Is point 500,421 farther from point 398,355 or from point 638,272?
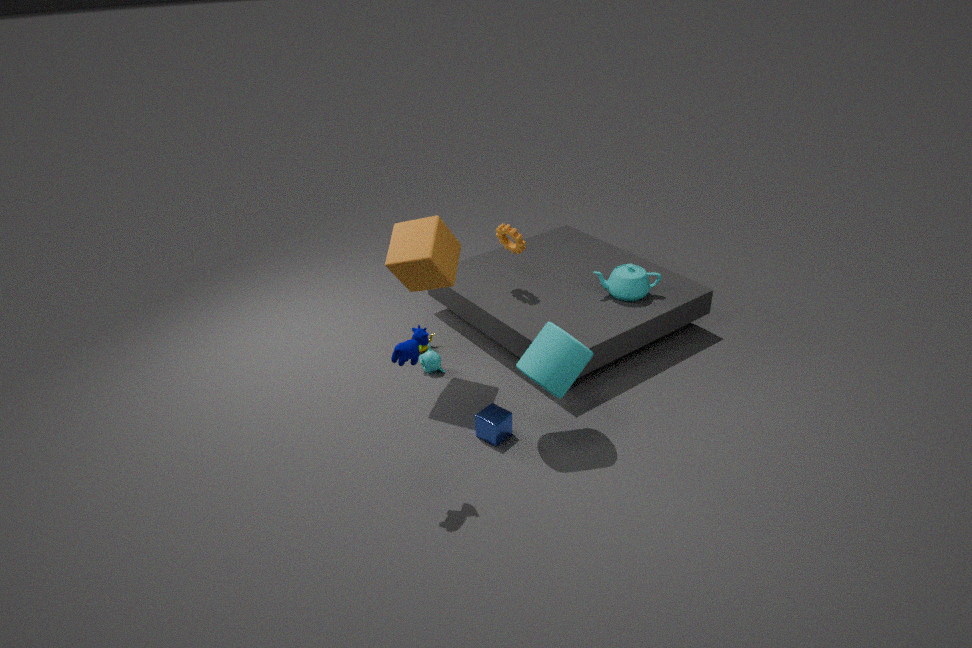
point 638,272
